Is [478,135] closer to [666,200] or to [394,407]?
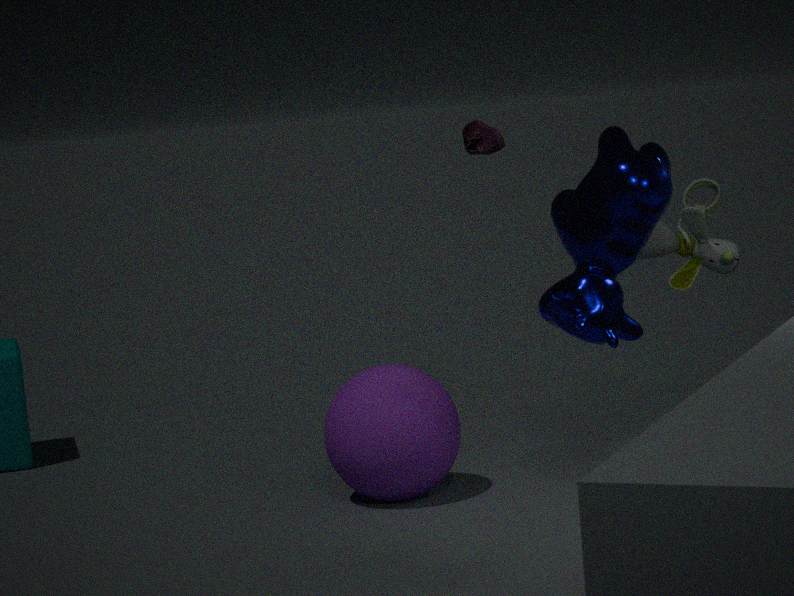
[666,200]
